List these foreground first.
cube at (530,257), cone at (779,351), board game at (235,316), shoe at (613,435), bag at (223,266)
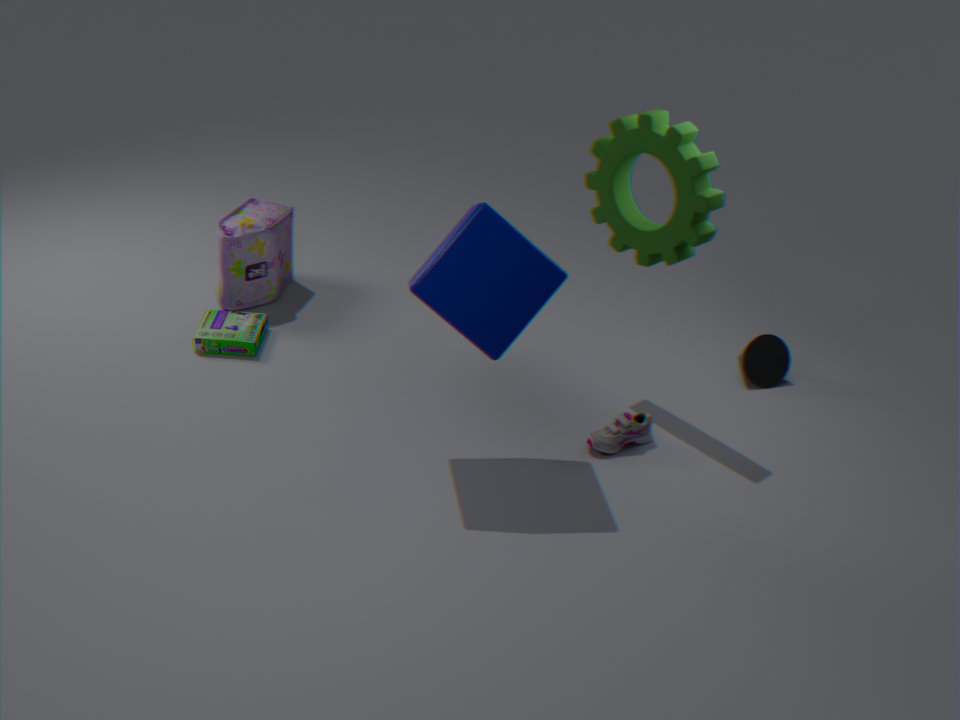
1. cube at (530,257)
2. shoe at (613,435)
3. board game at (235,316)
4. cone at (779,351)
5. bag at (223,266)
